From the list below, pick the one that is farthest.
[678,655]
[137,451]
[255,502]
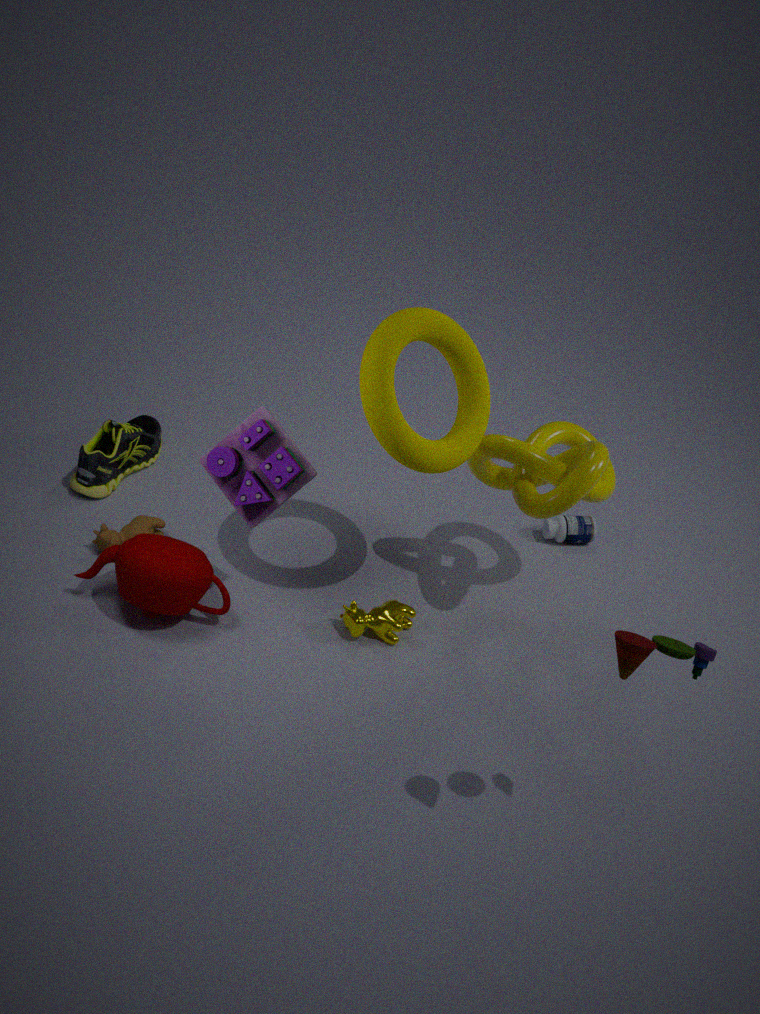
[137,451]
